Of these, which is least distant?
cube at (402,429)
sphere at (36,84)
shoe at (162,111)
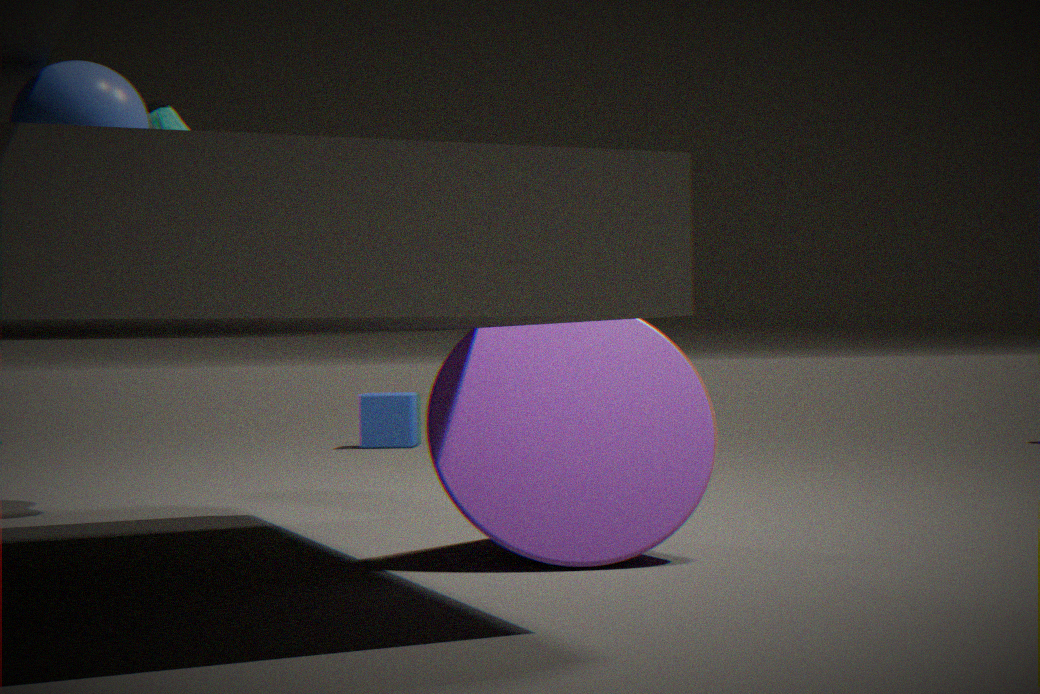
sphere at (36,84)
